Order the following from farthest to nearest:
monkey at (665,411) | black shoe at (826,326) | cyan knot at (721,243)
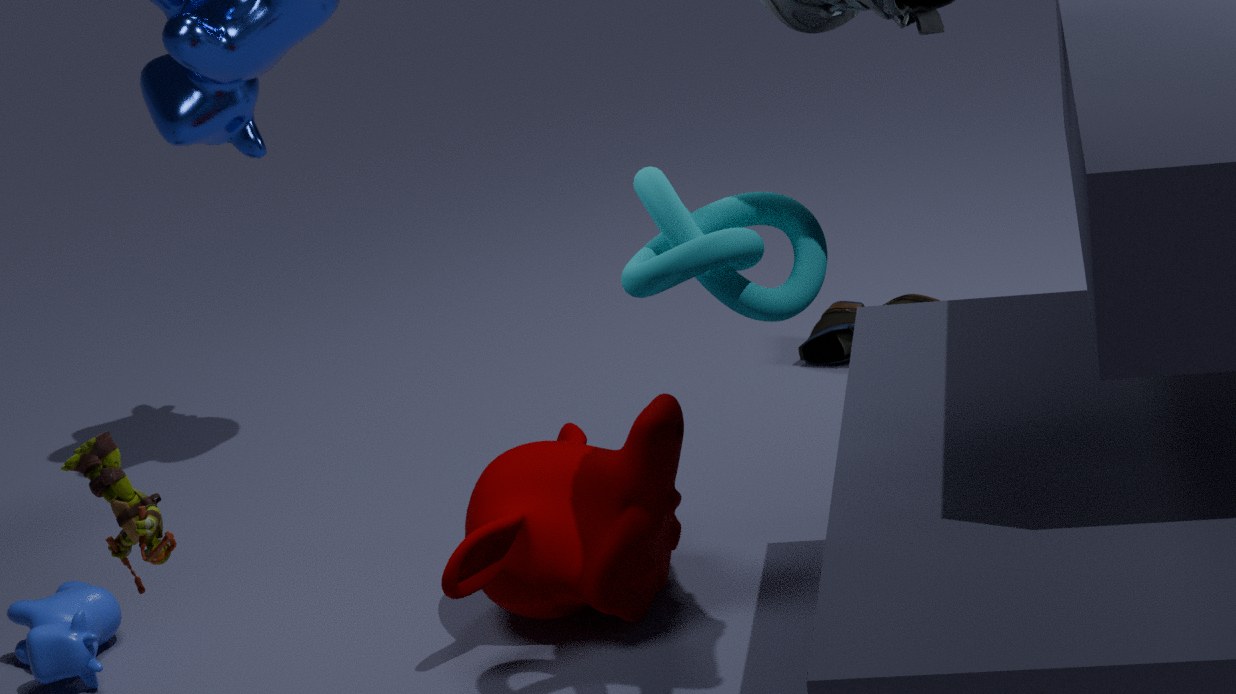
black shoe at (826,326), monkey at (665,411), cyan knot at (721,243)
